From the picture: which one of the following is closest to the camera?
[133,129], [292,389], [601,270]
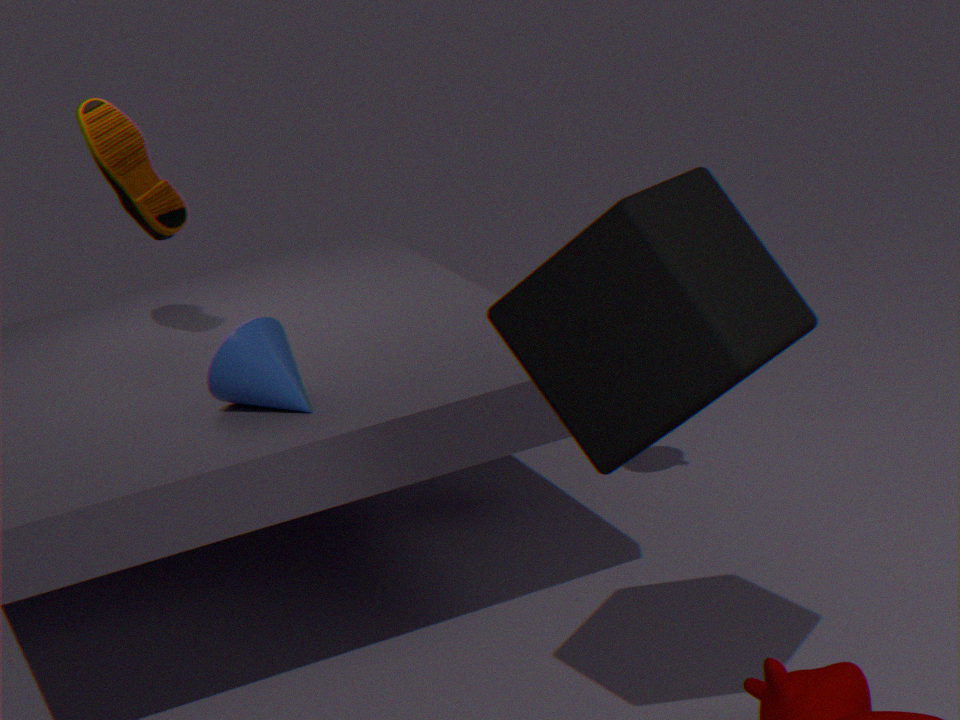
[601,270]
